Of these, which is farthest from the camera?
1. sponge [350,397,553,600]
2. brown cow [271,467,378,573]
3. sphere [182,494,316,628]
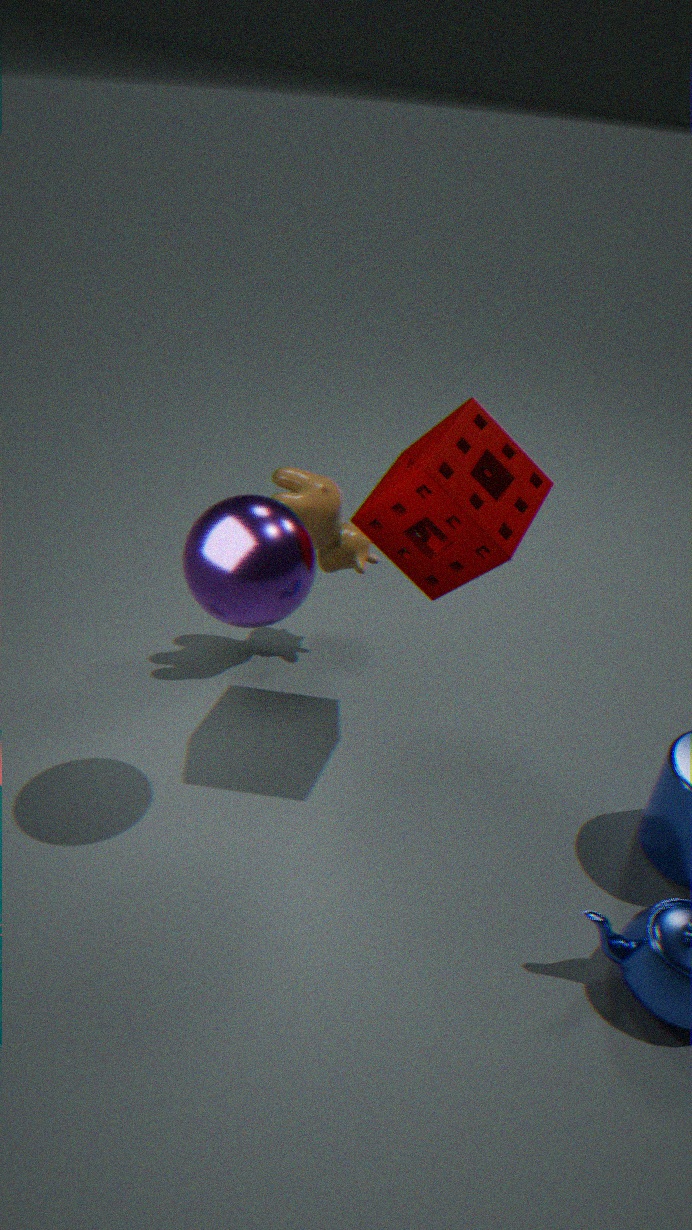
brown cow [271,467,378,573]
